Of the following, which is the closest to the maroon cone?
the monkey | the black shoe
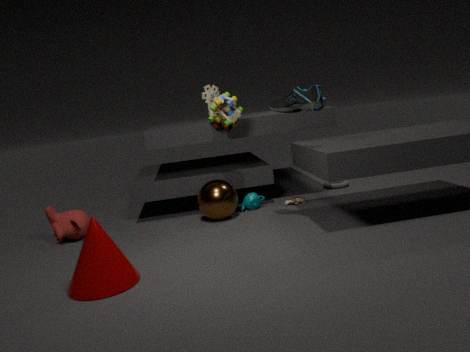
the monkey
